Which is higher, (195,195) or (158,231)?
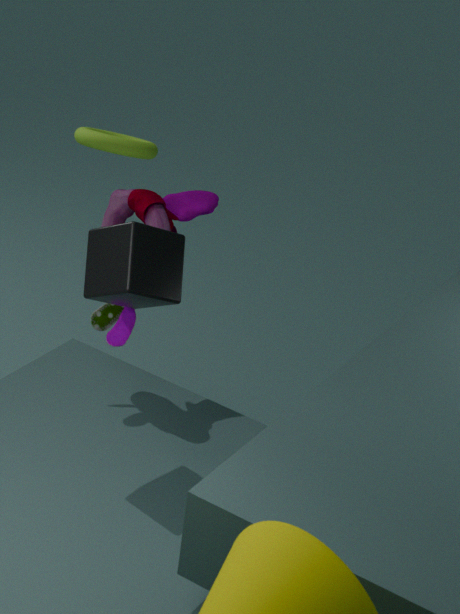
(158,231)
